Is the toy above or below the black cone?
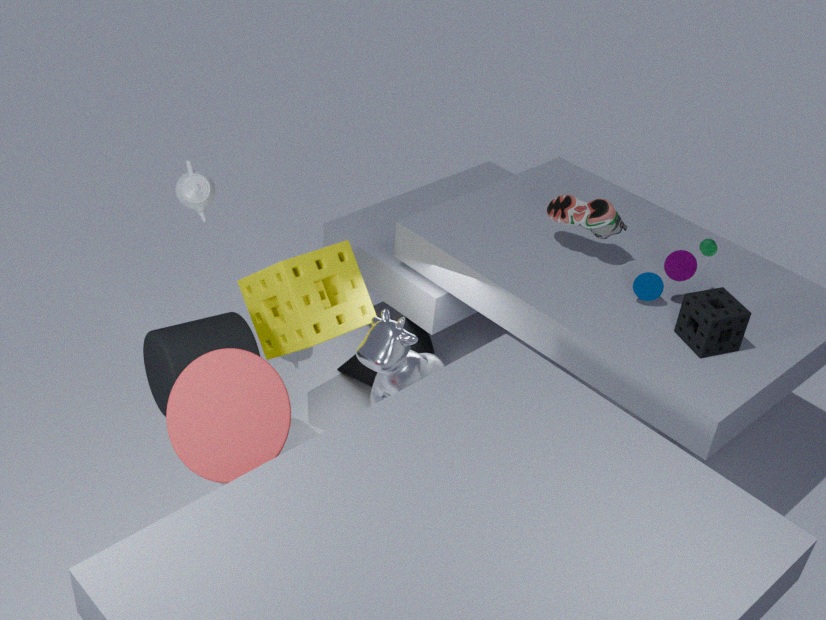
above
